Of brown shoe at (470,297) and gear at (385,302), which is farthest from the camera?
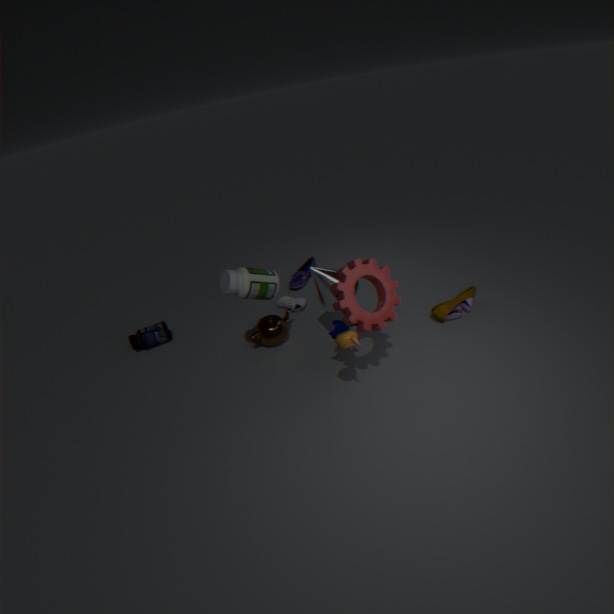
brown shoe at (470,297)
